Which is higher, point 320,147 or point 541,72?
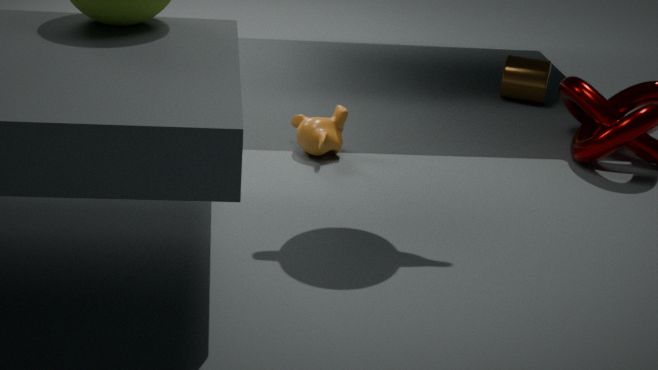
point 541,72
